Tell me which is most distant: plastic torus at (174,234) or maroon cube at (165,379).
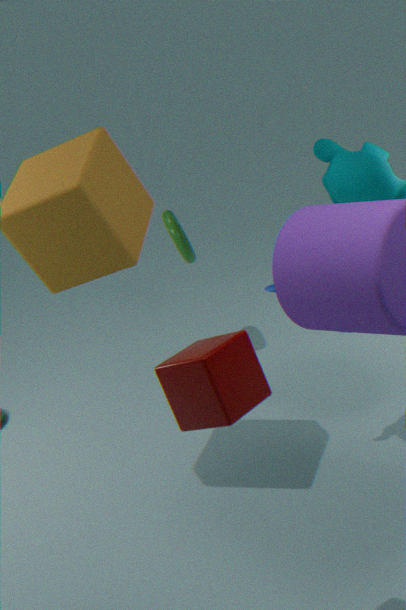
plastic torus at (174,234)
